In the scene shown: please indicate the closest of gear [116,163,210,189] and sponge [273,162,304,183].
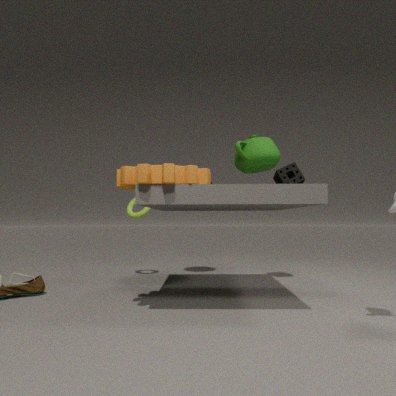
gear [116,163,210,189]
